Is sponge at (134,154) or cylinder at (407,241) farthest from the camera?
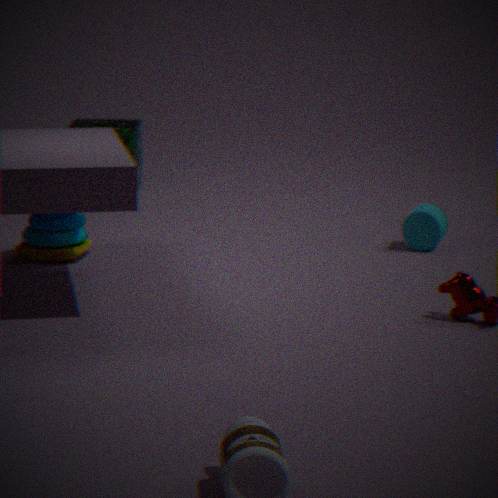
sponge at (134,154)
